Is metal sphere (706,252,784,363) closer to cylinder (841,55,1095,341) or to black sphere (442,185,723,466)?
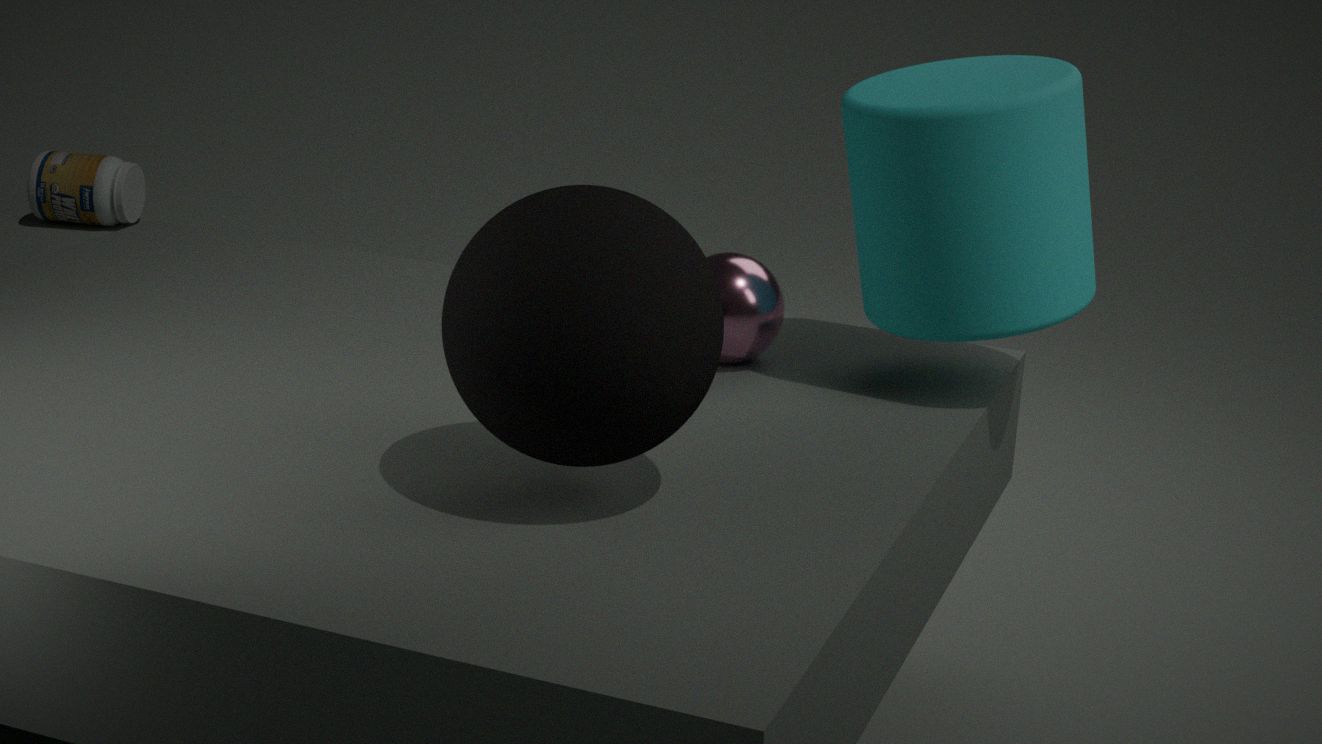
cylinder (841,55,1095,341)
